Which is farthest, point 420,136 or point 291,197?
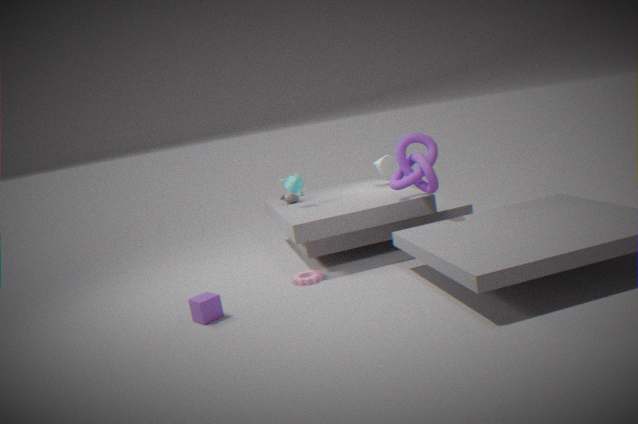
point 291,197
